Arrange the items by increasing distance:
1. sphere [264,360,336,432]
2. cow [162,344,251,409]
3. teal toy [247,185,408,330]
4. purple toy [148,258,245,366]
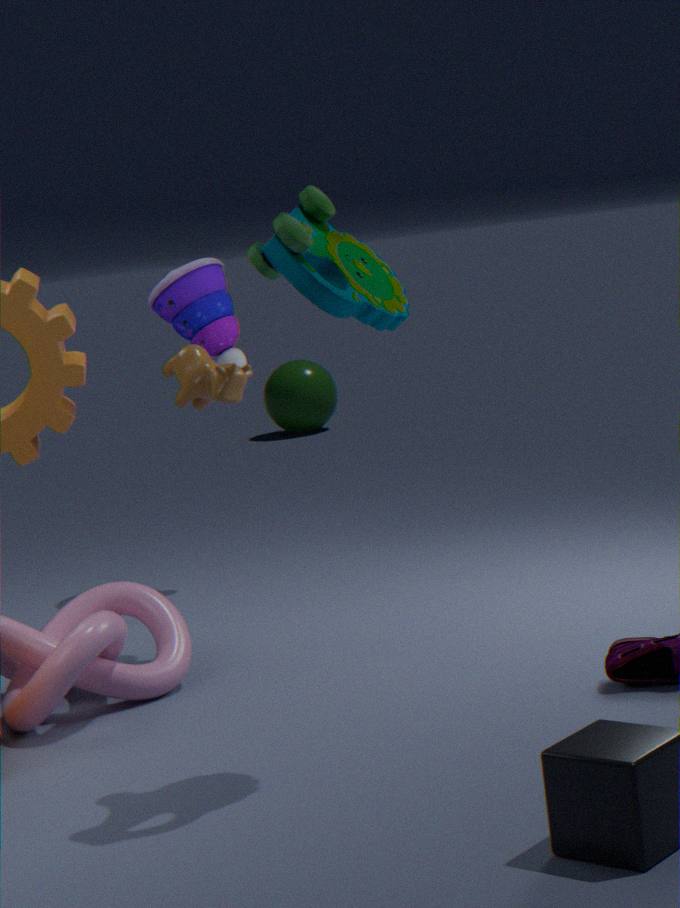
teal toy [247,185,408,330], cow [162,344,251,409], purple toy [148,258,245,366], sphere [264,360,336,432]
